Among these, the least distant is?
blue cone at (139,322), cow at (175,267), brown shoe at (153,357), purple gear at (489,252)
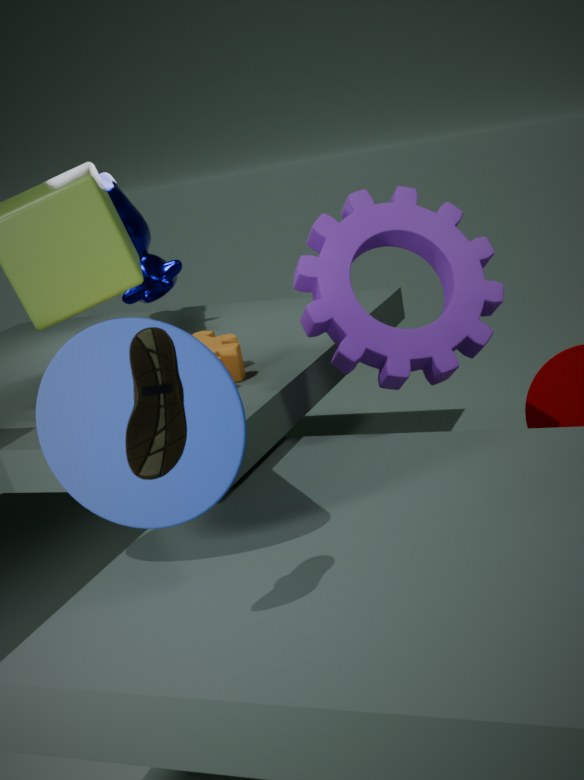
brown shoe at (153,357)
